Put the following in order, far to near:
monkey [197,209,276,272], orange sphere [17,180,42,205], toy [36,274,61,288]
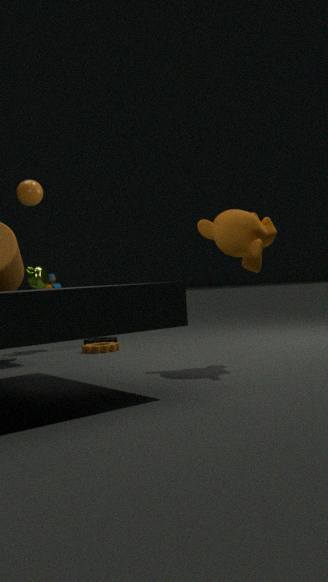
toy [36,274,61,288] < orange sphere [17,180,42,205] < monkey [197,209,276,272]
